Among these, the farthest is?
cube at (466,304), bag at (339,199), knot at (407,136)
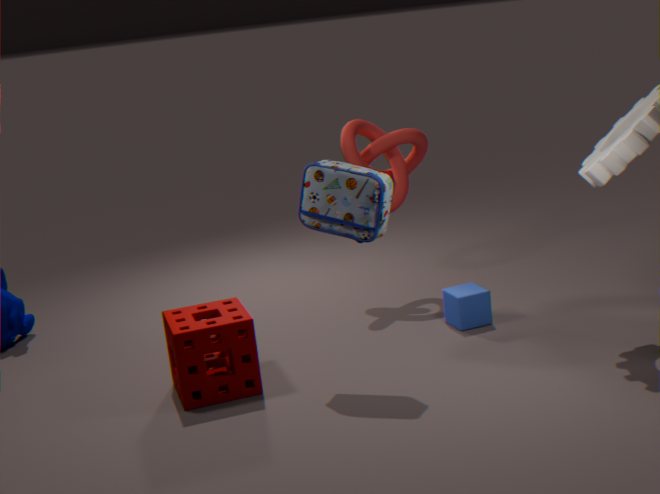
knot at (407,136)
